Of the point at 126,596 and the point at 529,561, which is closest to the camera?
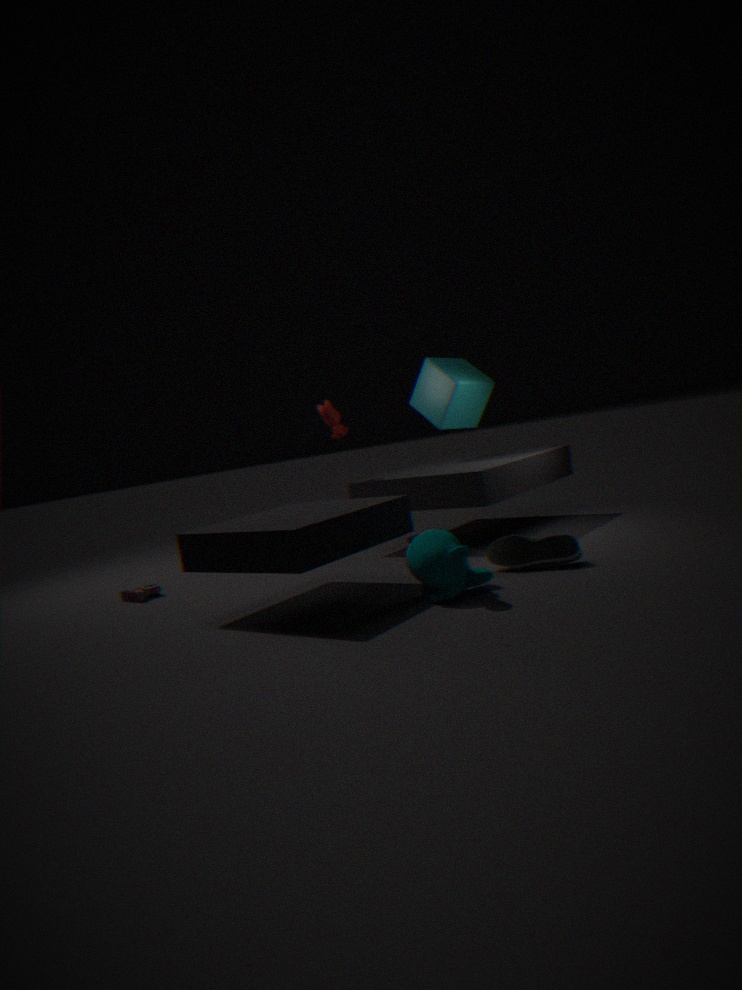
the point at 529,561
